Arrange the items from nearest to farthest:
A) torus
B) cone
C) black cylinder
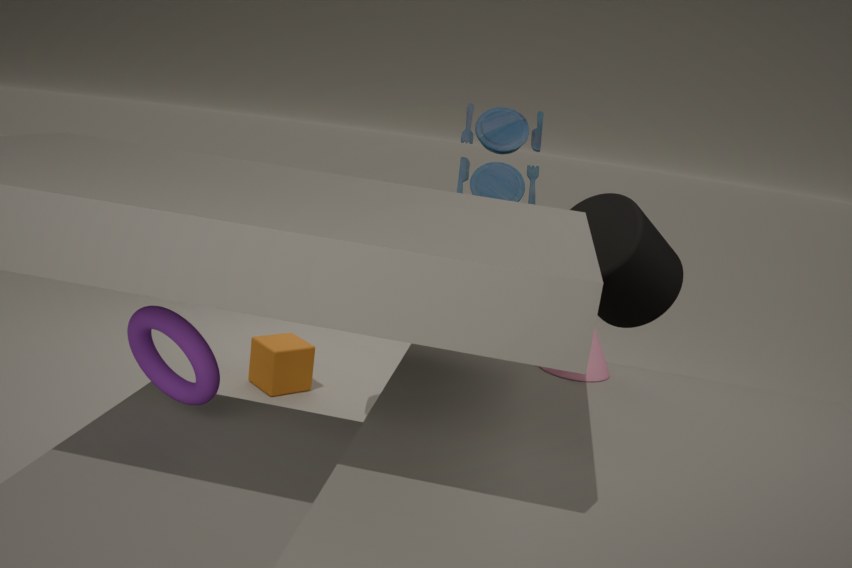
torus → cone → black cylinder
